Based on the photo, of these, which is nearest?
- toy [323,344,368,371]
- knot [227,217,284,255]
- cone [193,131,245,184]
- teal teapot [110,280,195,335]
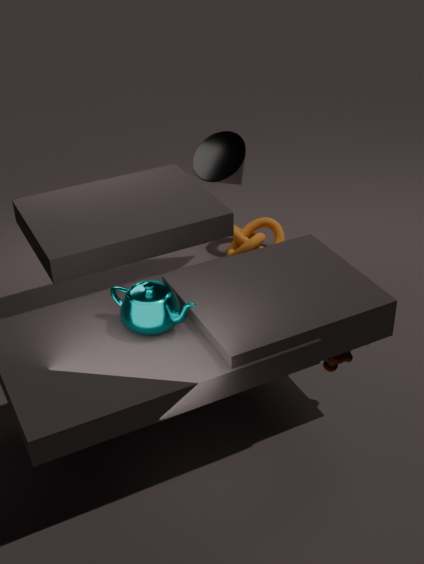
teal teapot [110,280,195,335]
